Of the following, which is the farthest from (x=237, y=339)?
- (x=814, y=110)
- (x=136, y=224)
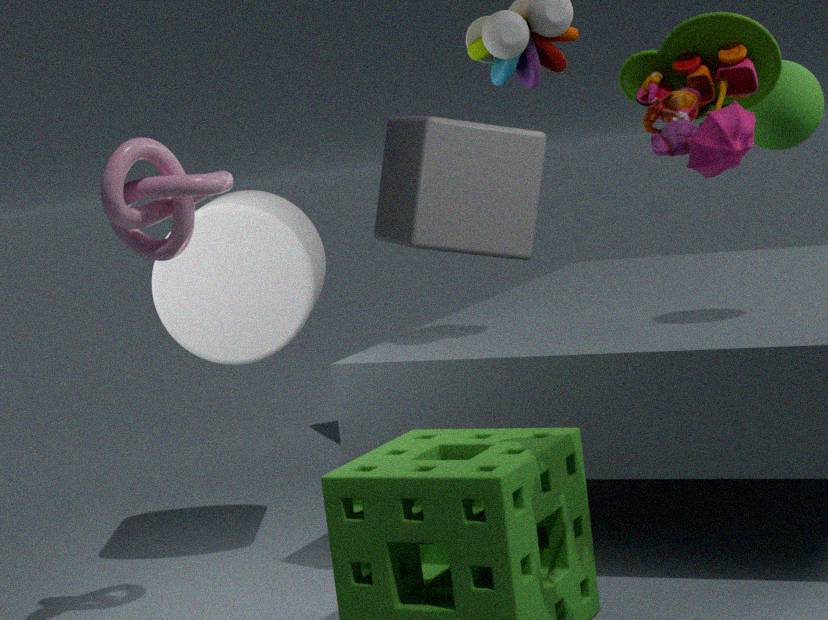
(x=814, y=110)
